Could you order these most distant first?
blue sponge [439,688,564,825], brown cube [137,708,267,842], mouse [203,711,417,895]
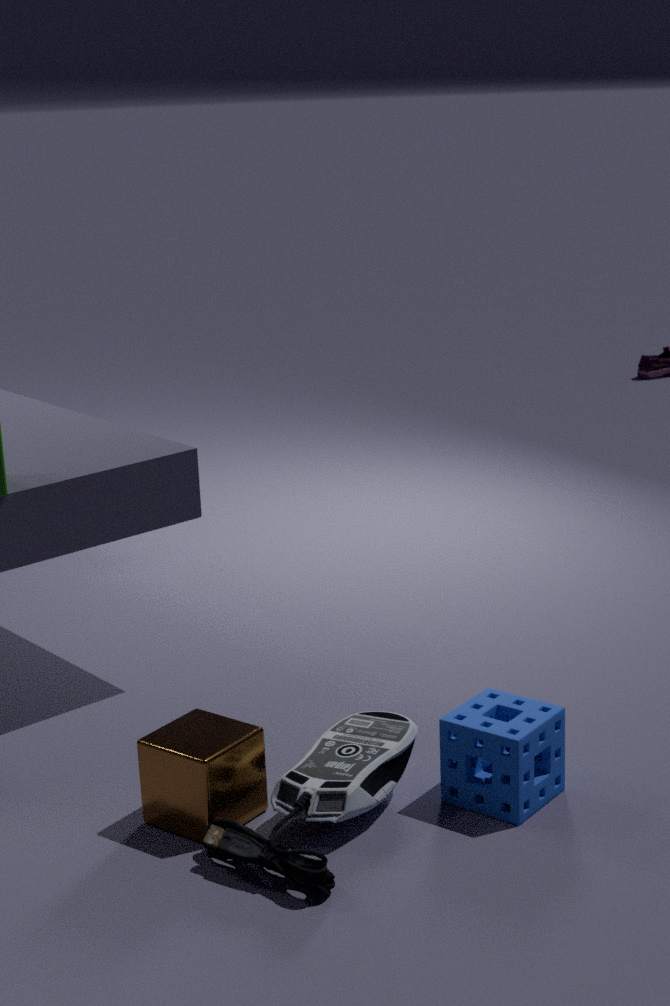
blue sponge [439,688,564,825] → brown cube [137,708,267,842] → mouse [203,711,417,895]
